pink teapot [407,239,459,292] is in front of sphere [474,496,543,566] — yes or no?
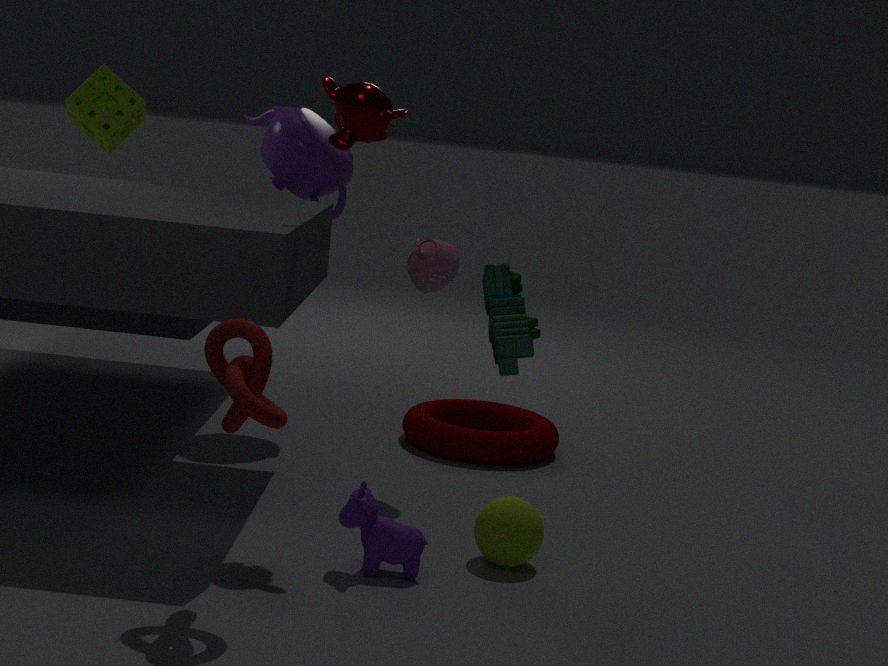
No
